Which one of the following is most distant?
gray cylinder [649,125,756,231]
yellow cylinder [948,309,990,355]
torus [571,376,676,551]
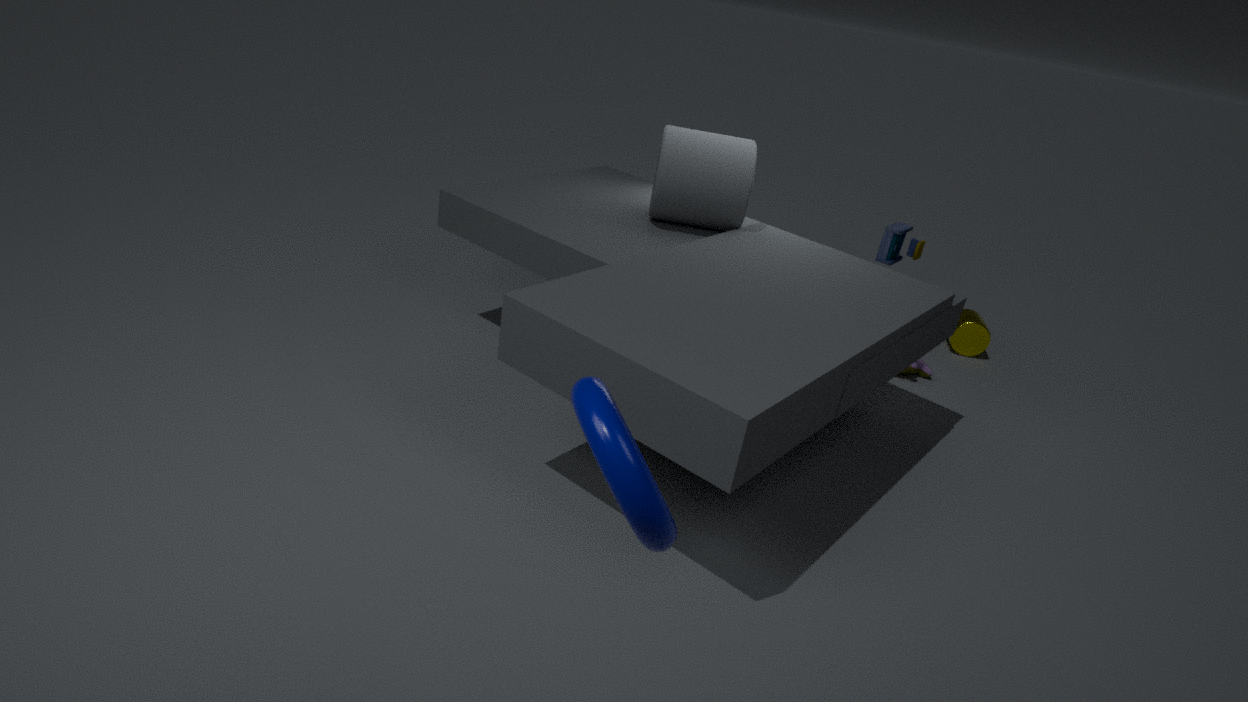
yellow cylinder [948,309,990,355]
